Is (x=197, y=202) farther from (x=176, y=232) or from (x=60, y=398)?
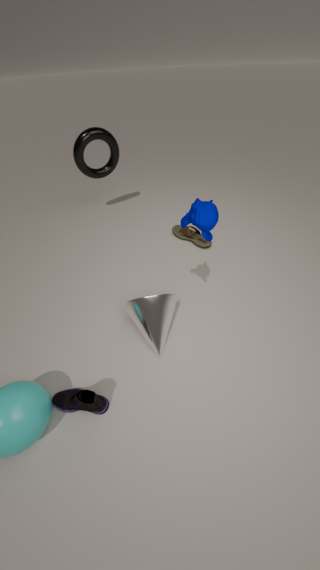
(x=176, y=232)
